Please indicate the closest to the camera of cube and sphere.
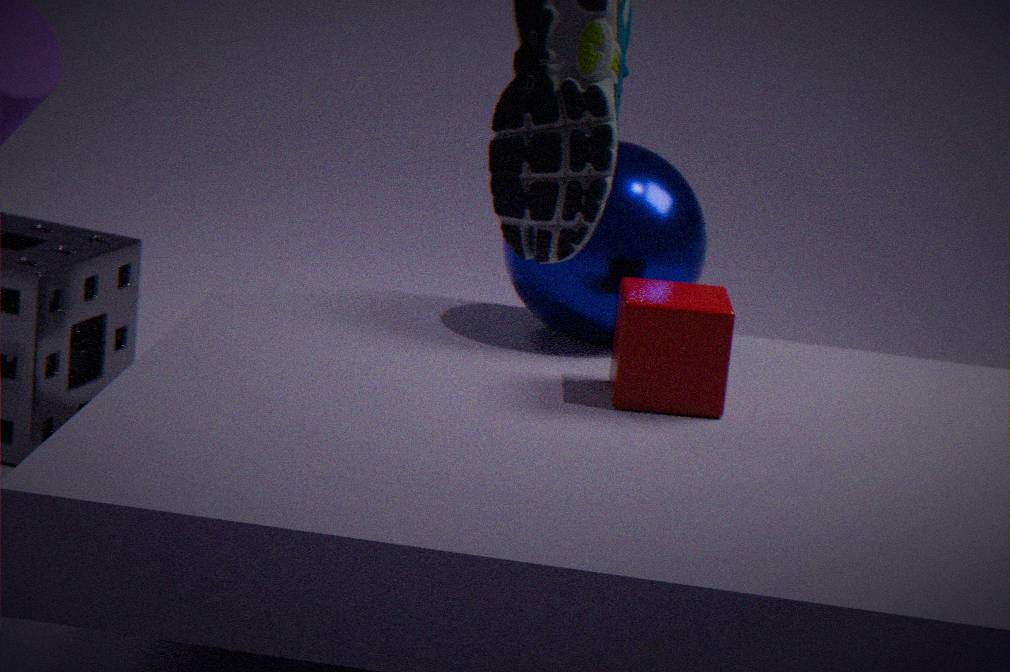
cube
